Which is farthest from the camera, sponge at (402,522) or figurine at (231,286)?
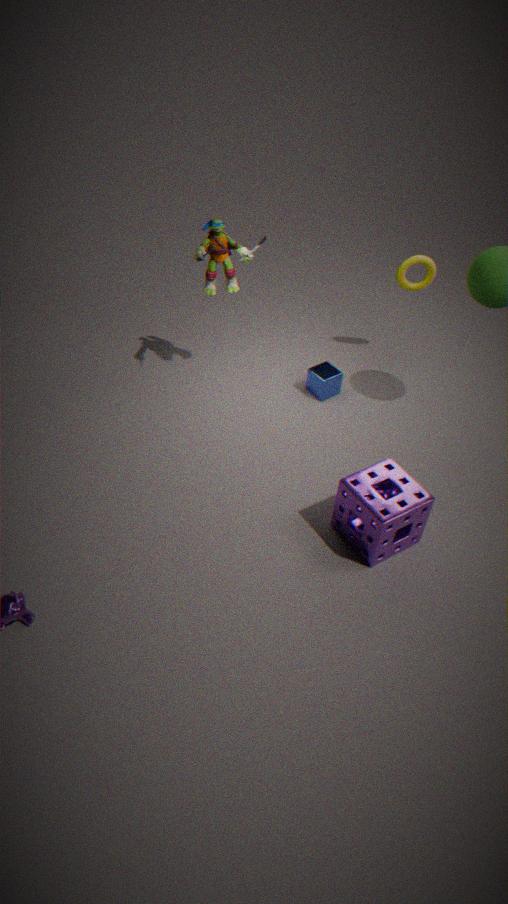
figurine at (231,286)
